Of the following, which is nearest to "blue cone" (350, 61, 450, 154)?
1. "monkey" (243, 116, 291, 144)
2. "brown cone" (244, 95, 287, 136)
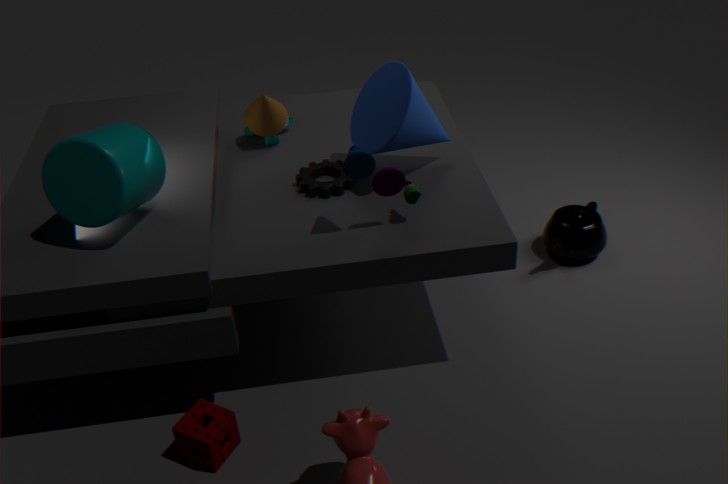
"brown cone" (244, 95, 287, 136)
